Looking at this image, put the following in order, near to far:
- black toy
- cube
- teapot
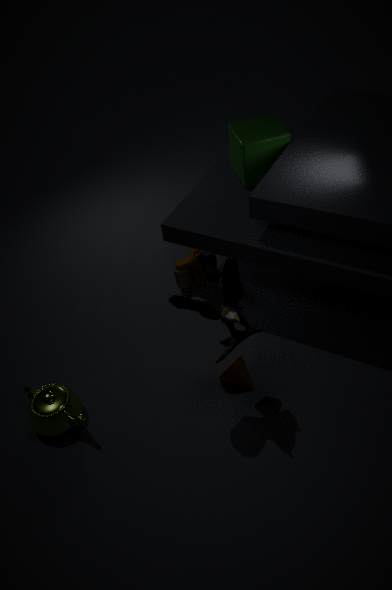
1. black toy
2. teapot
3. cube
